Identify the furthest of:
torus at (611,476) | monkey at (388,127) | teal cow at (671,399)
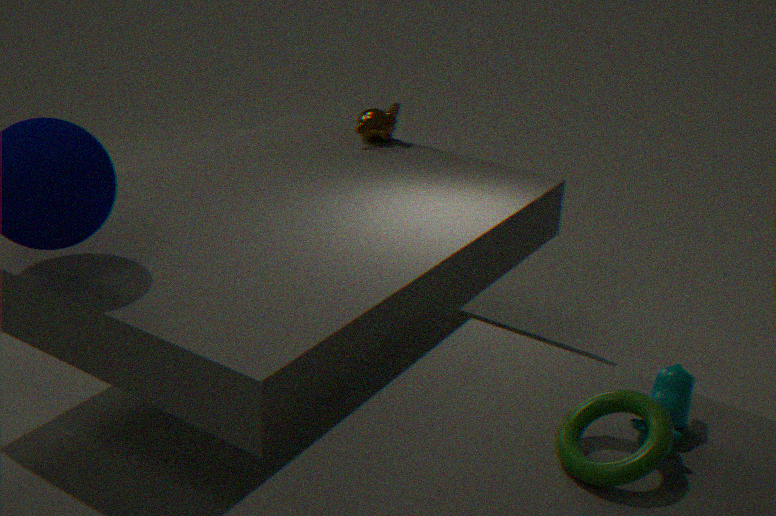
monkey at (388,127)
